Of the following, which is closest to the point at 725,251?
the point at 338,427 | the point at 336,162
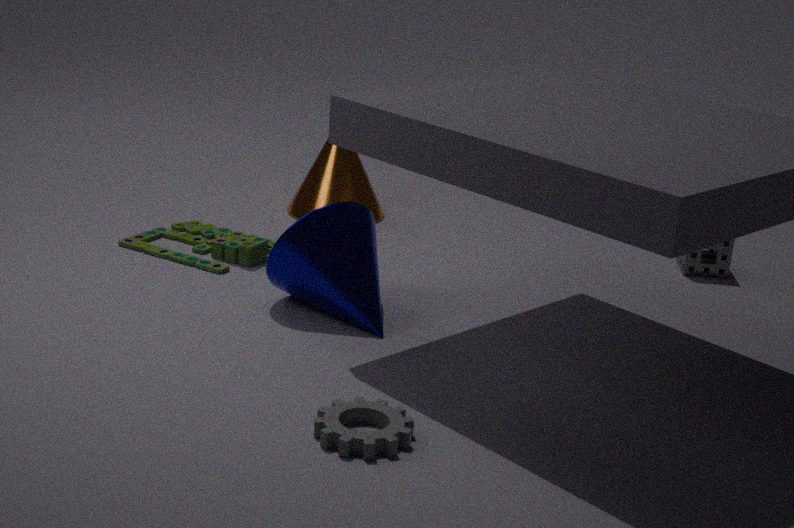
the point at 336,162
